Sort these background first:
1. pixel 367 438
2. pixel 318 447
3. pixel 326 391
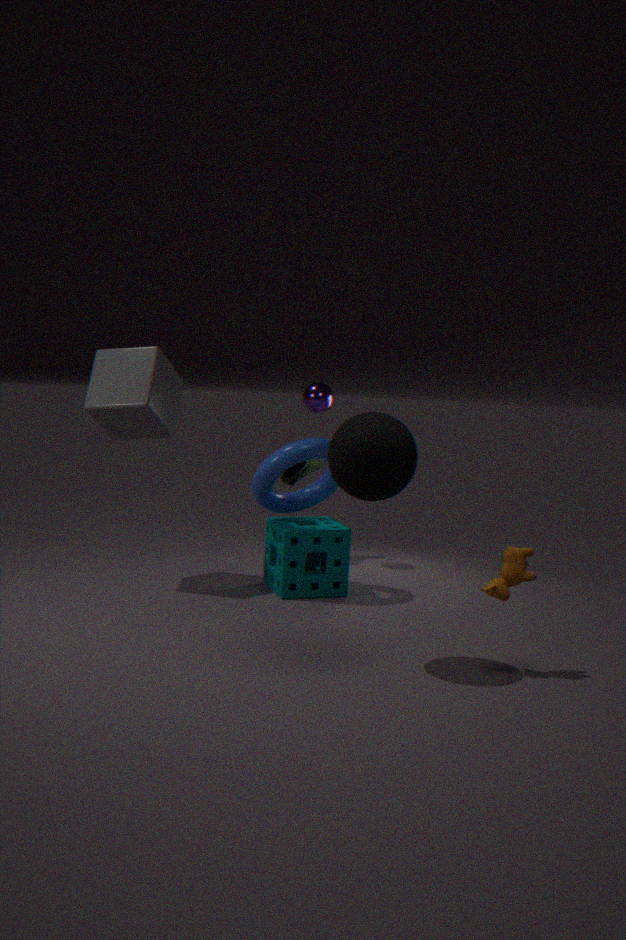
pixel 326 391 < pixel 318 447 < pixel 367 438
